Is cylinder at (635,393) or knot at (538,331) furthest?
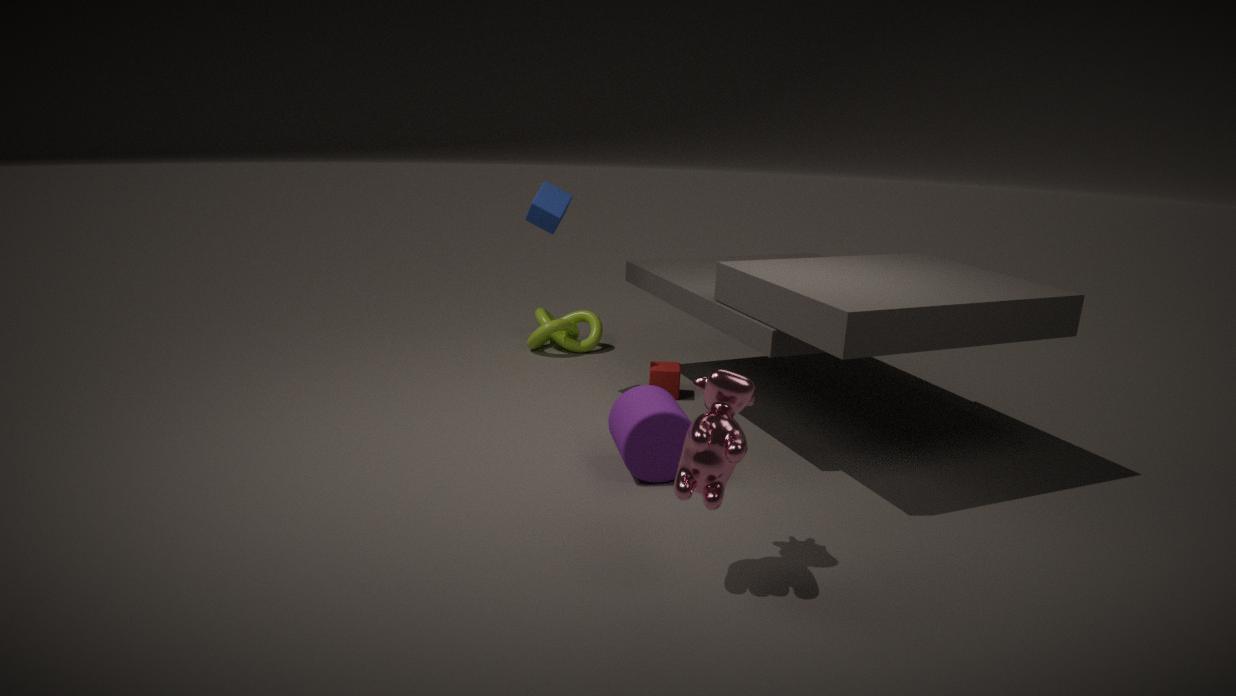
knot at (538,331)
